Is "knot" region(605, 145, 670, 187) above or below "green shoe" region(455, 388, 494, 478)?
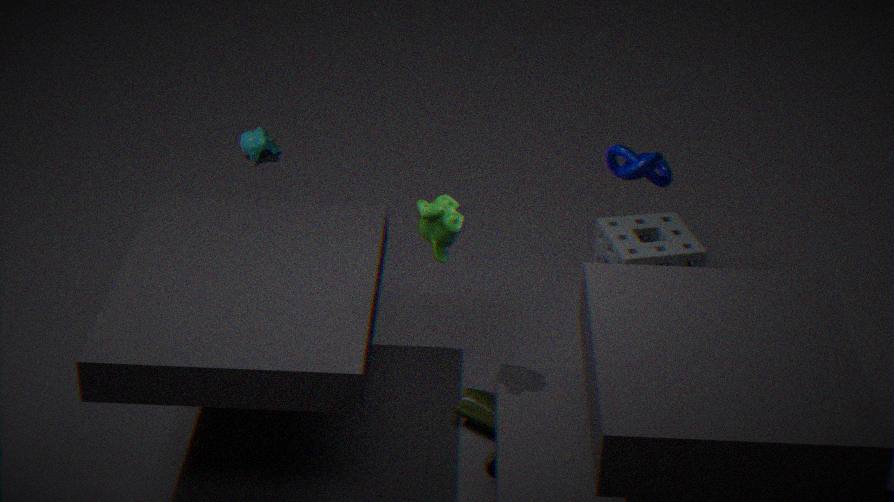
above
